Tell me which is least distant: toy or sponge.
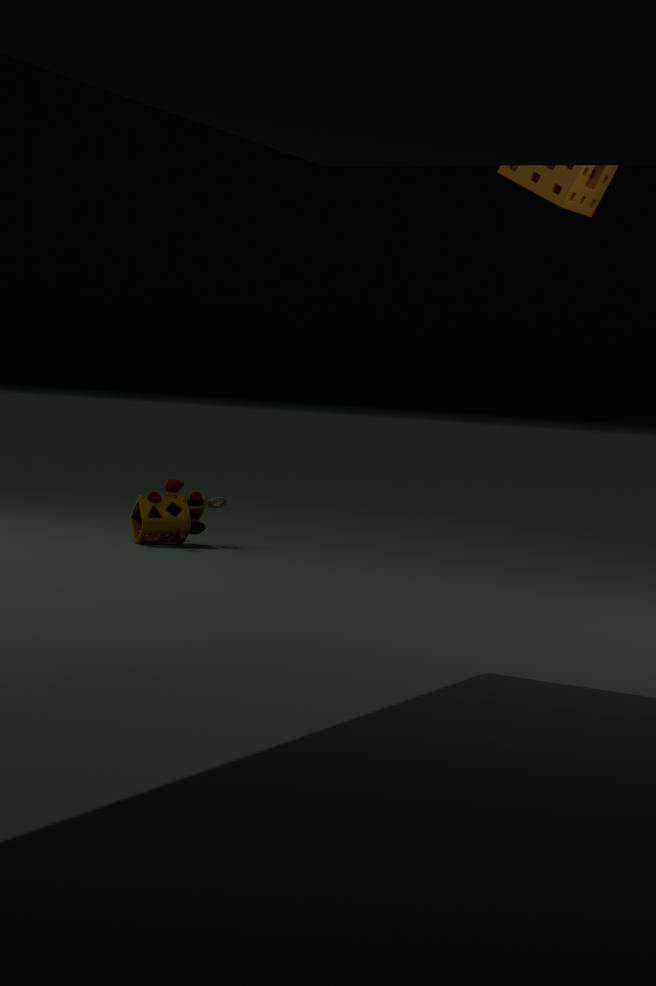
sponge
